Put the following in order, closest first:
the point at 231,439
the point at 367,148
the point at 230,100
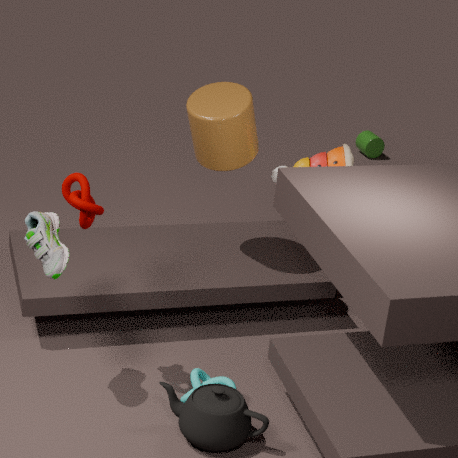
1. the point at 231,439
2. the point at 230,100
3. the point at 367,148
